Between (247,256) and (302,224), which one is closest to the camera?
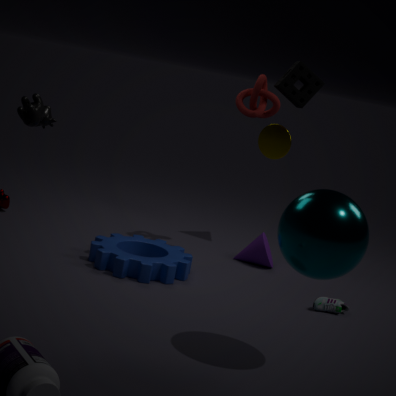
(302,224)
